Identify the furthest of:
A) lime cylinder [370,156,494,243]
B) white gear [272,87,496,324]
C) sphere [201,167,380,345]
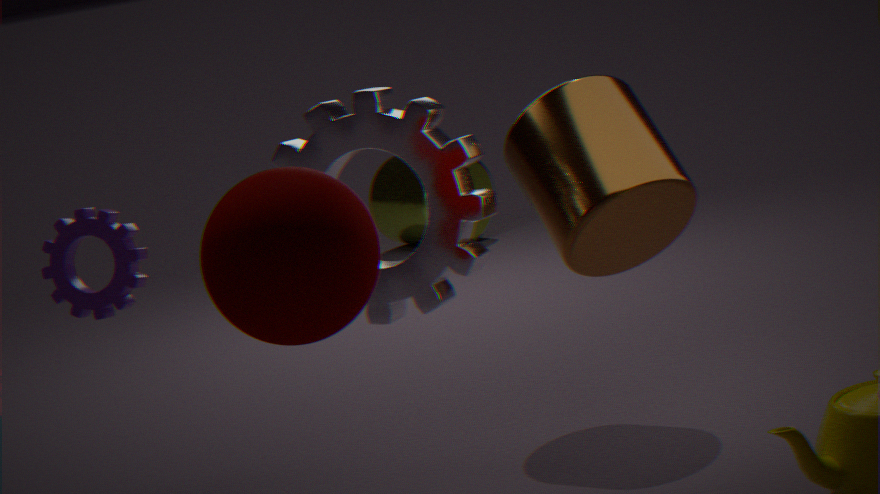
lime cylinder [370,156,494,243]
